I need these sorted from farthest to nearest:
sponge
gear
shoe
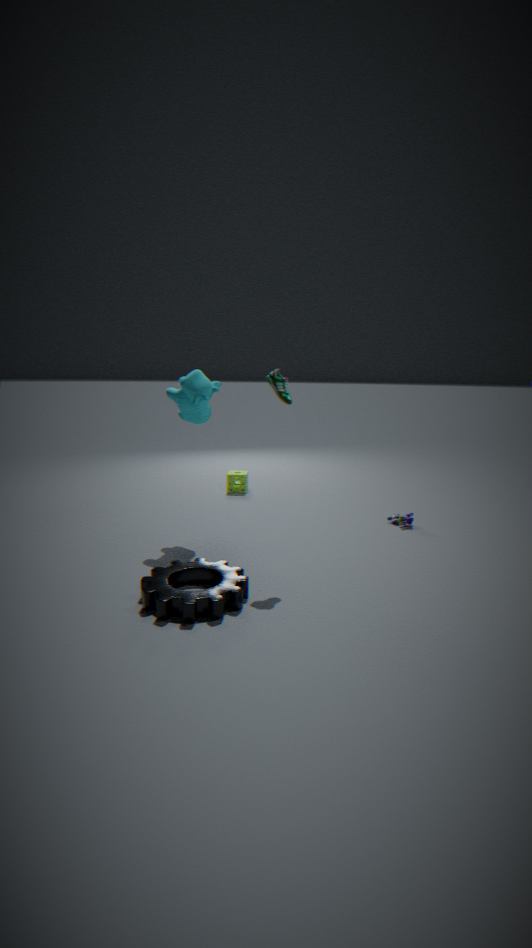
sponge < shoe < gear
